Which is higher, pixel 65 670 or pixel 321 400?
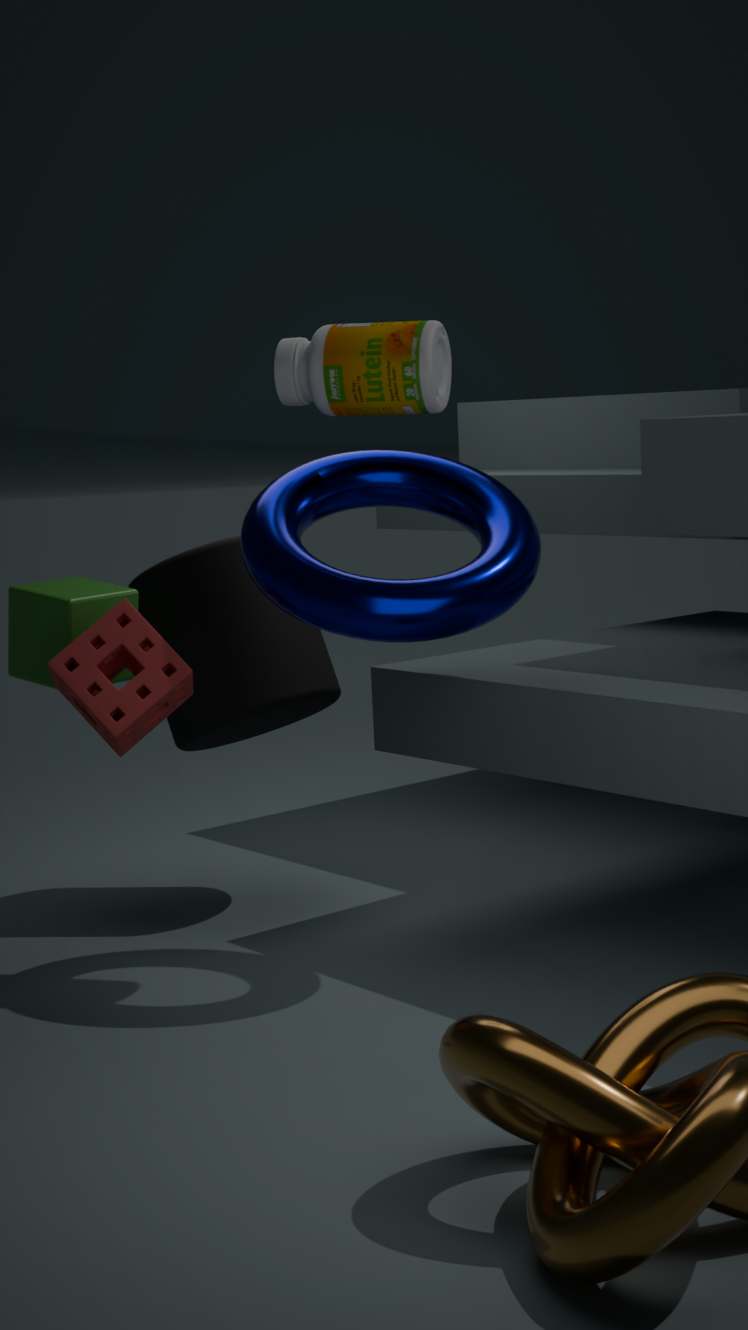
pixel 321 400
